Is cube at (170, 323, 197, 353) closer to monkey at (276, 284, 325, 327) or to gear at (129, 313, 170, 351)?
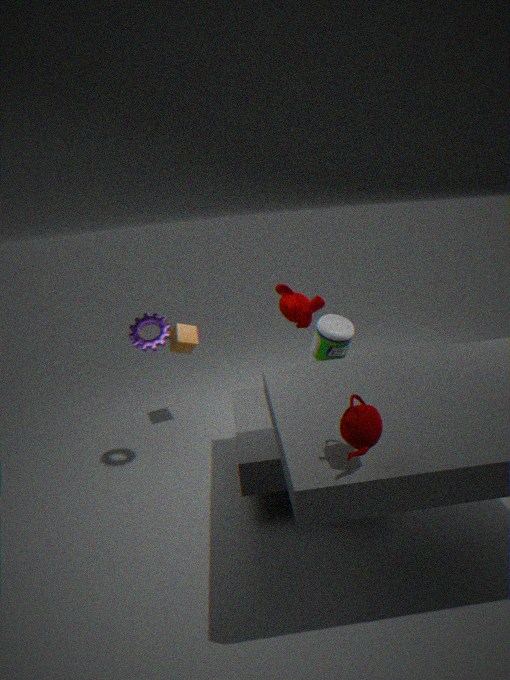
gear at (129, 313, 170, 351)
